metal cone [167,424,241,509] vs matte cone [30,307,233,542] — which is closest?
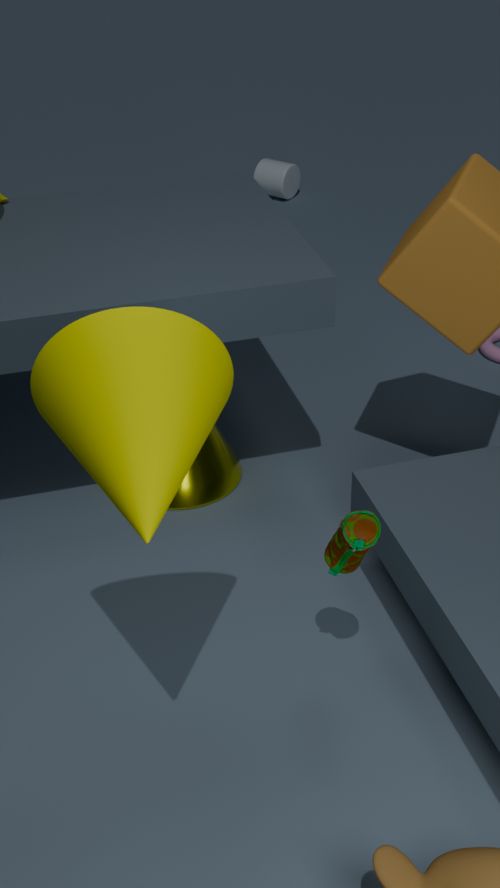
matte cone [30,307,233,542]
